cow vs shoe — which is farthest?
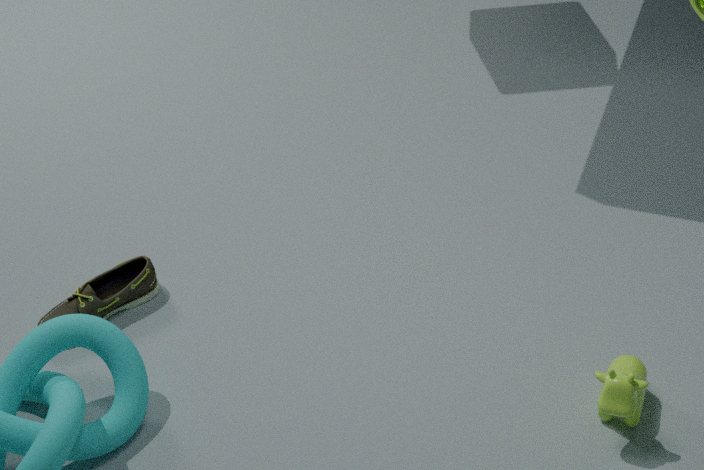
shoe
